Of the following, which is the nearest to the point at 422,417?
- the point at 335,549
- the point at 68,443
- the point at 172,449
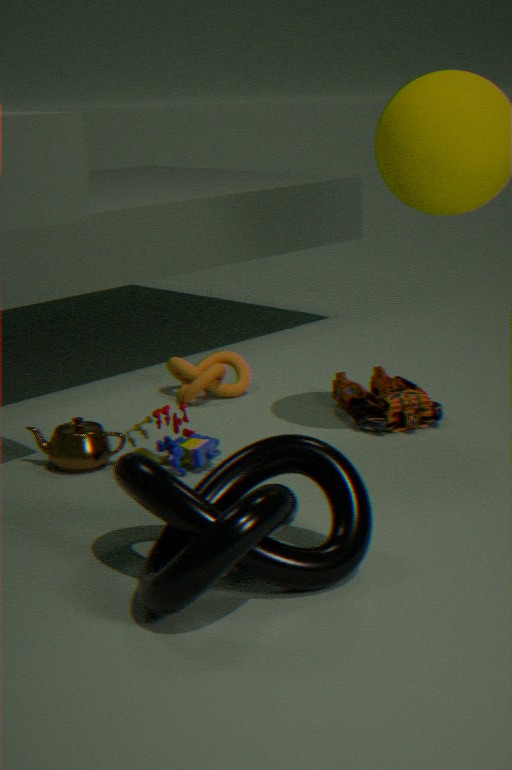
the point at 172,449
